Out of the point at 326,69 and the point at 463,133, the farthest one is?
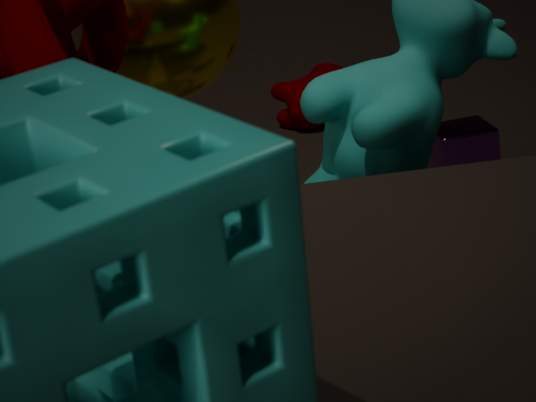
the point at 326,69
